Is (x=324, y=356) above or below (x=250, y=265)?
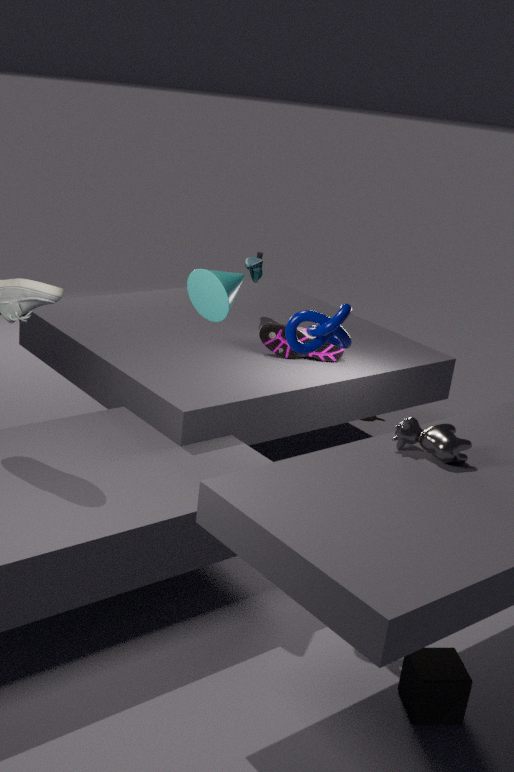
below
